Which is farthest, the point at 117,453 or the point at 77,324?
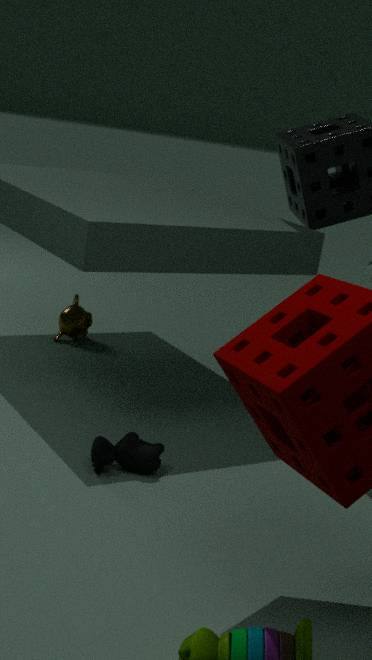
the point at 77,324
